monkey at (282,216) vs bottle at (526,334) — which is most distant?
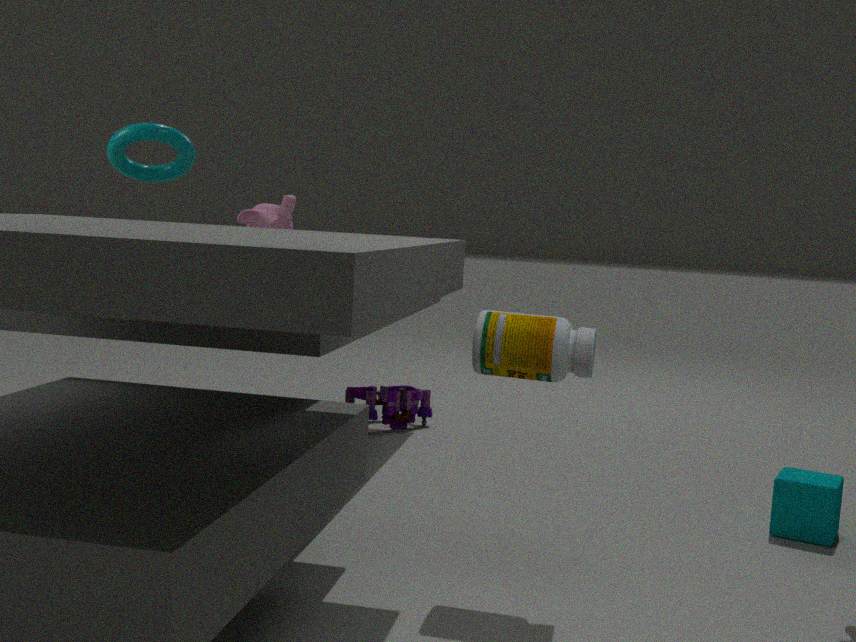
monkey at (282,216)
